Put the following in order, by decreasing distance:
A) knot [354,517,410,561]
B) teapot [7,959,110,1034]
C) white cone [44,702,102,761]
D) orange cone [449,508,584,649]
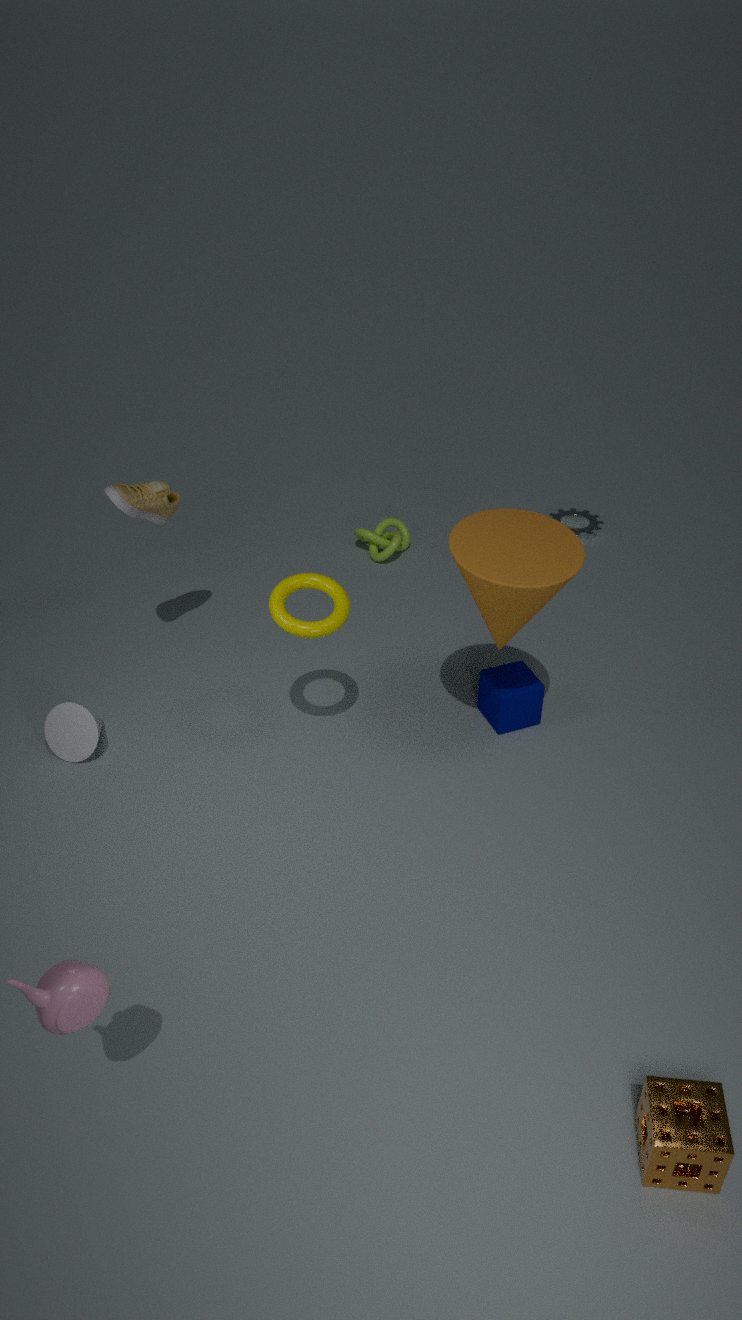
knot [354,517,410,561] < white cone [44,702,102,761] < orange cone [449,508,584,649] < teapot [7,959,110,1034]
